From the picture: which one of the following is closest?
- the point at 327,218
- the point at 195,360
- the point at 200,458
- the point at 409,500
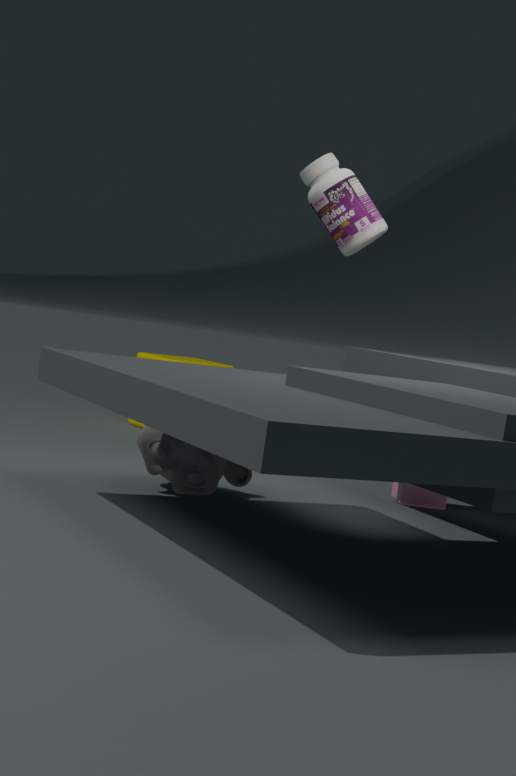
the point at 200,458
